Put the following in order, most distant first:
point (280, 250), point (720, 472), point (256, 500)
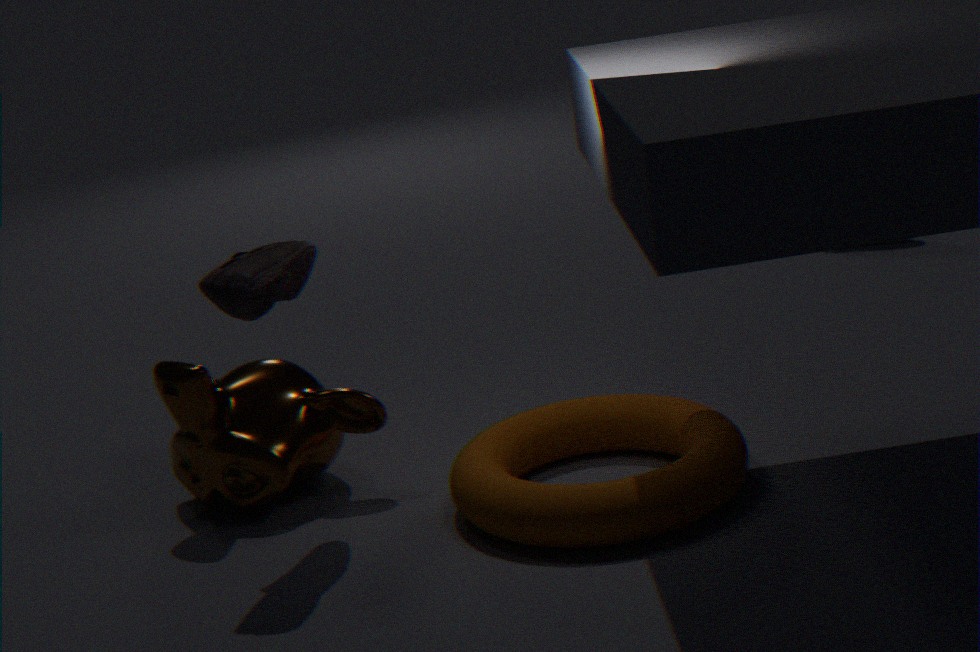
point (256, 500) < point (280, 250) < point (720, 472)
